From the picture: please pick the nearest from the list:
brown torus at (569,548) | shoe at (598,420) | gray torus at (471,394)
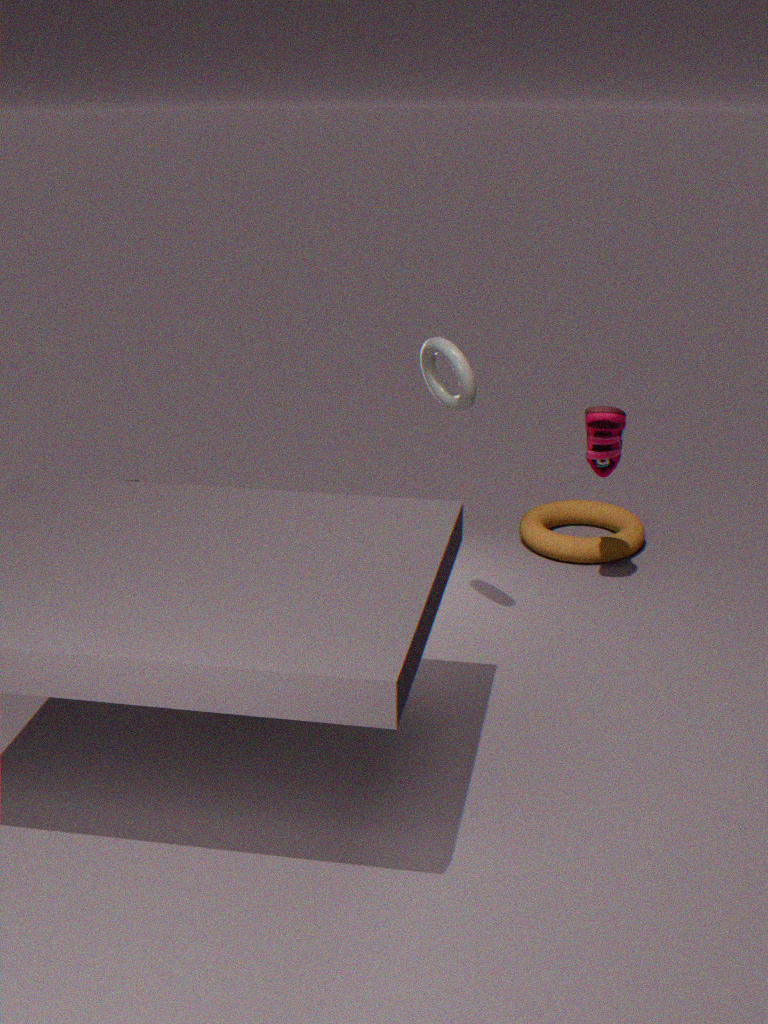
gray torus at (471,394)
